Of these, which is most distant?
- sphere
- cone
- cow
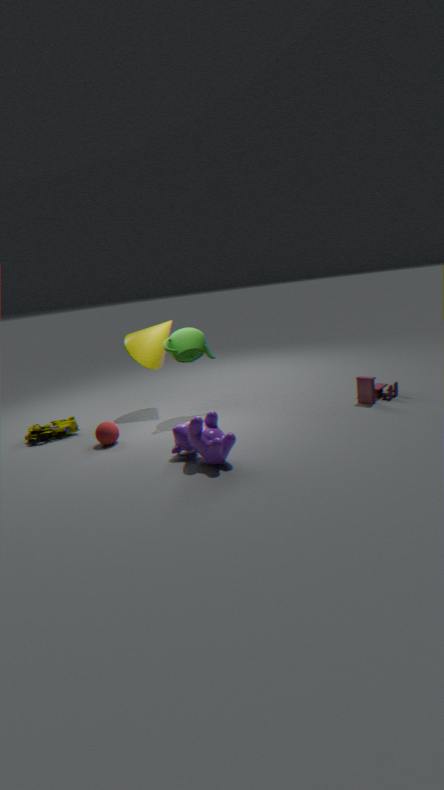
cone
